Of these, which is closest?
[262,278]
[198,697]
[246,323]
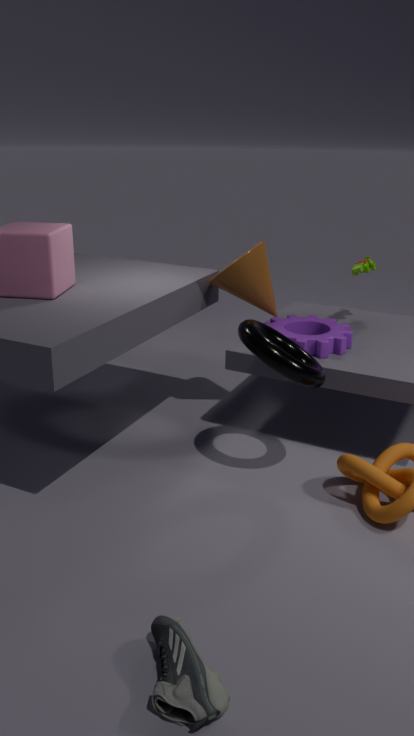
[198,697]
